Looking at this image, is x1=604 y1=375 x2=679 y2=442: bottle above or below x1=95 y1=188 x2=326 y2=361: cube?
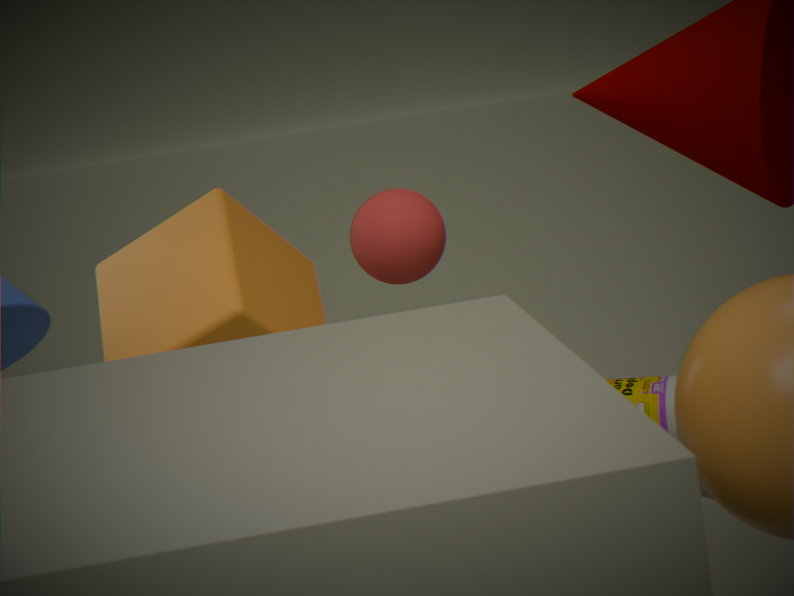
below
